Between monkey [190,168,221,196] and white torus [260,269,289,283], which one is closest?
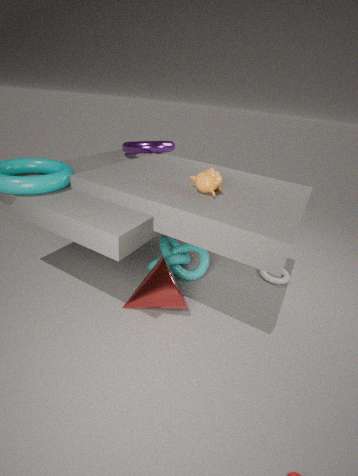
monkey [190,168,221,196]
